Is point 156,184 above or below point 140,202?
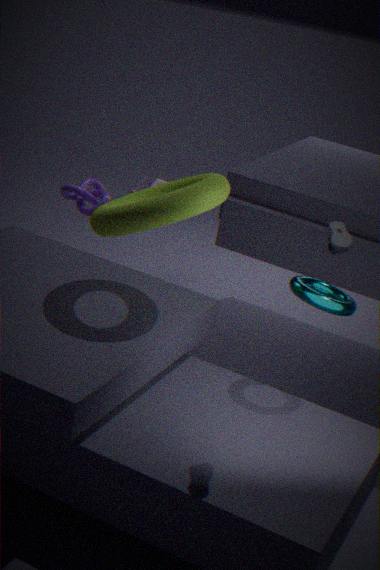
below
